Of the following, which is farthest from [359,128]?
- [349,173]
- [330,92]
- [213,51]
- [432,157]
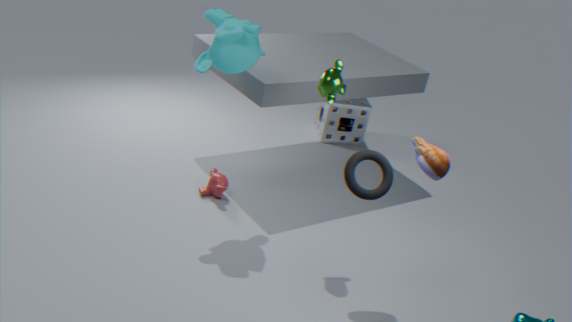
[432,157]
